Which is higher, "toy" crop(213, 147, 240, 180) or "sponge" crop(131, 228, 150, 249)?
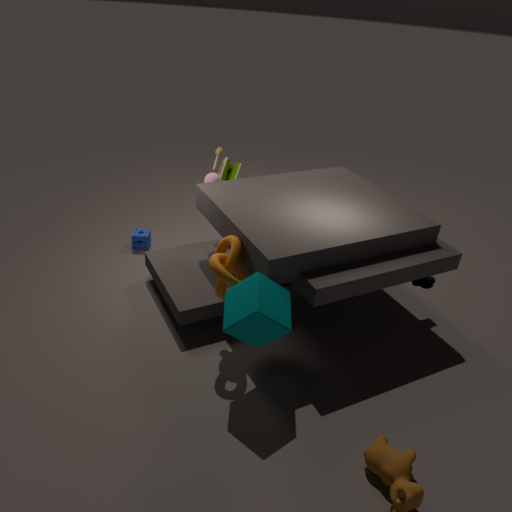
"toy" crop(213, 147, 240, 180)
